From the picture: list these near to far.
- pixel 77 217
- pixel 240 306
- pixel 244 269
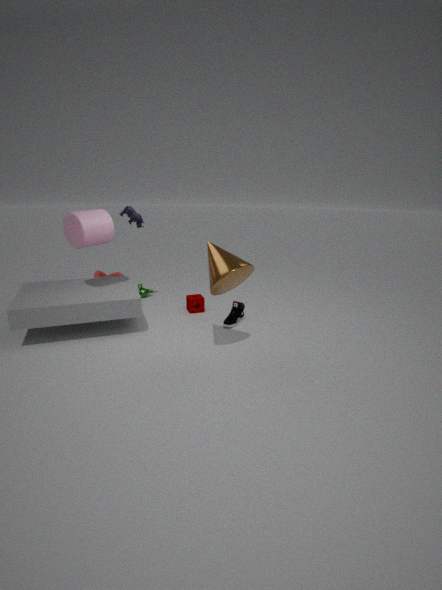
pixel 244 269, pixel 77 217, pixel 240 306
